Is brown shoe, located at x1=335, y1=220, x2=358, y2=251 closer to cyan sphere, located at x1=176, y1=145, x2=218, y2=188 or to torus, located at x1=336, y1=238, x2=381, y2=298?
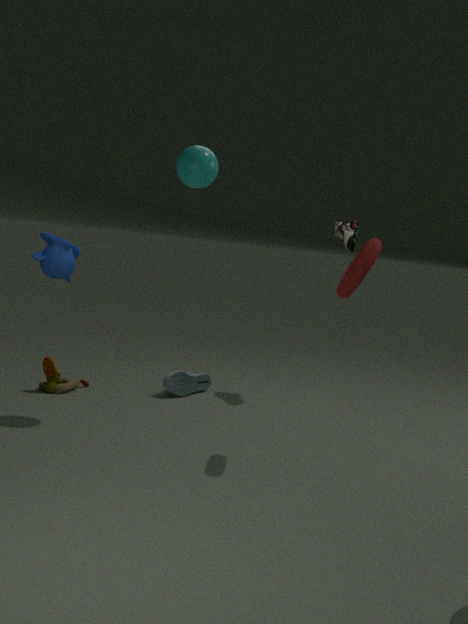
torus, located at x1=336, y1=238, x2=381, y2=298
